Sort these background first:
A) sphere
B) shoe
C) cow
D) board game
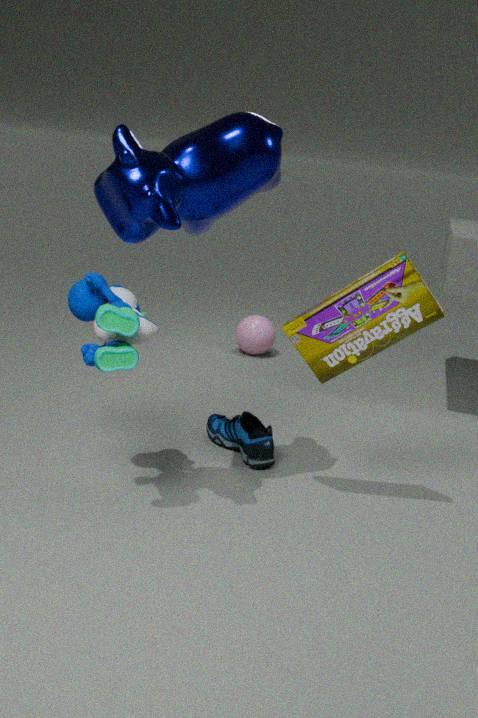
1. sphere
2. shoe
3. board game
4. cow
